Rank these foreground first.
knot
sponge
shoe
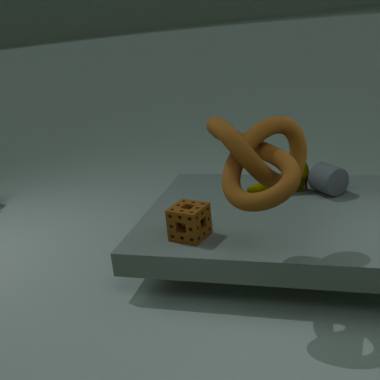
knot < sponge < shoe
